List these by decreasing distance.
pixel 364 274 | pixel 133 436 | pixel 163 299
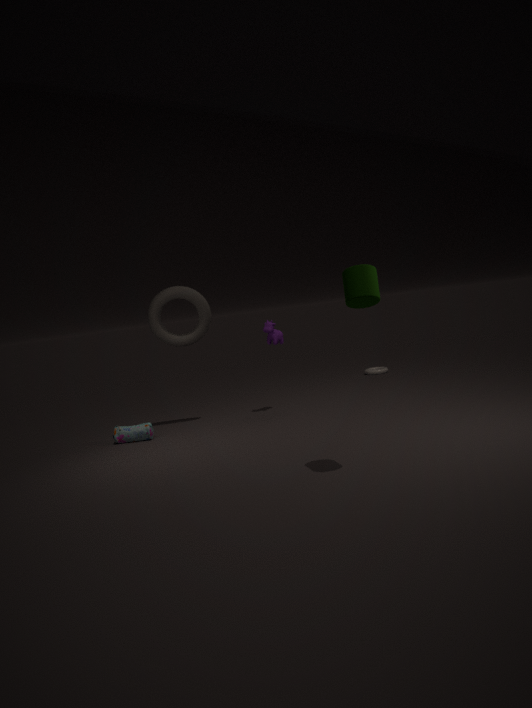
pixel 163 299, pixel 133 436, pixel 364 274
